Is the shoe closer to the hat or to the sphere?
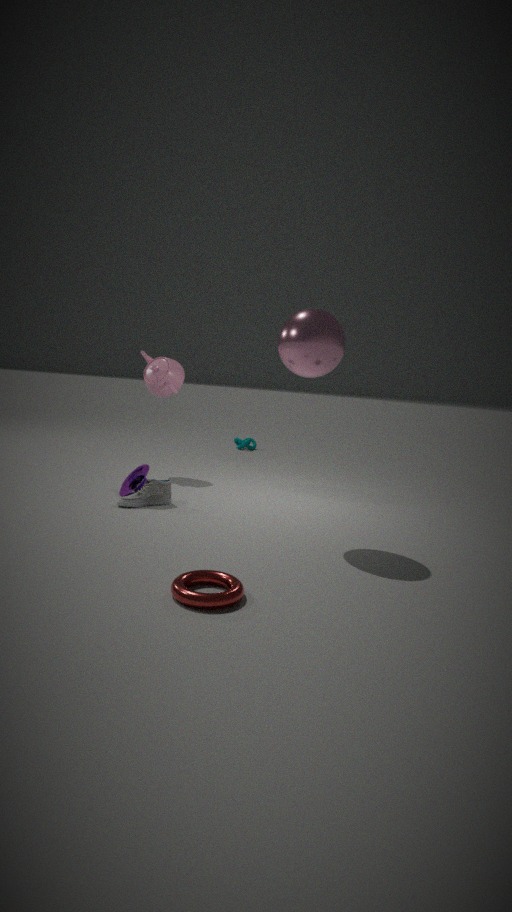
the hat
